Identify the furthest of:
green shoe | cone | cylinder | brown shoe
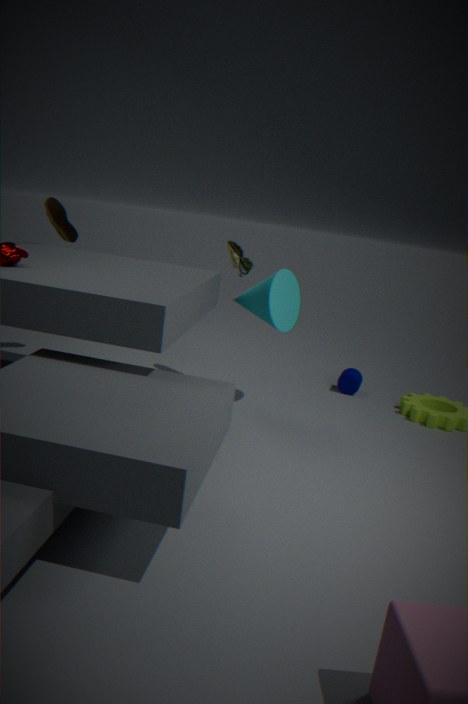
cylinder
